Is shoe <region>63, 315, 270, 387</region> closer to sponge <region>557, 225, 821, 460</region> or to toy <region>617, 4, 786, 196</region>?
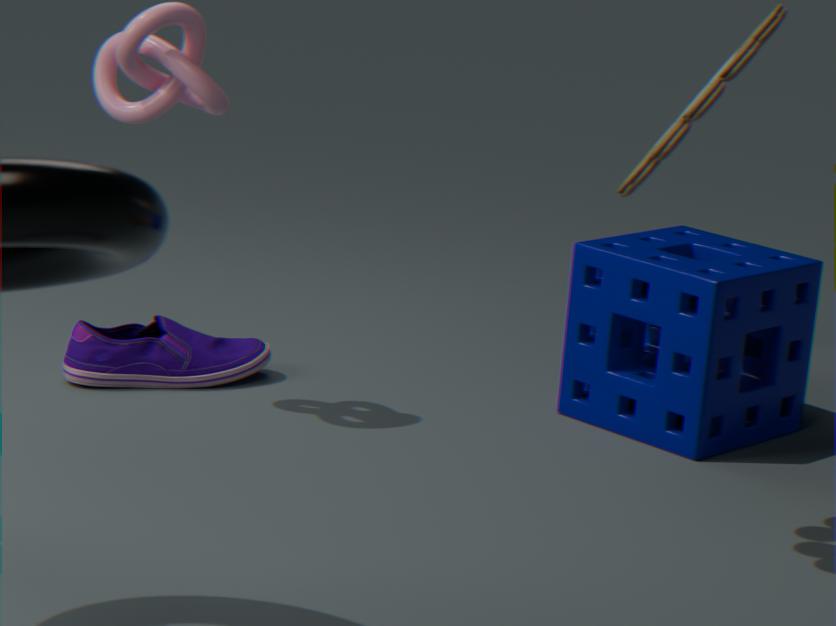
sponge <region>557, 225, 821, 460</region>
